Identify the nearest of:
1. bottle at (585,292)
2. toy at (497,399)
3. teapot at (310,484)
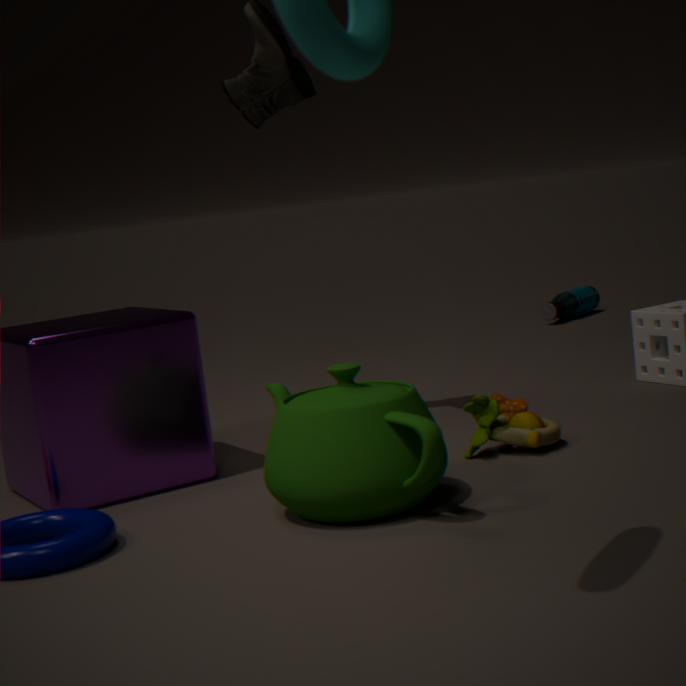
teapot at (310,484)
